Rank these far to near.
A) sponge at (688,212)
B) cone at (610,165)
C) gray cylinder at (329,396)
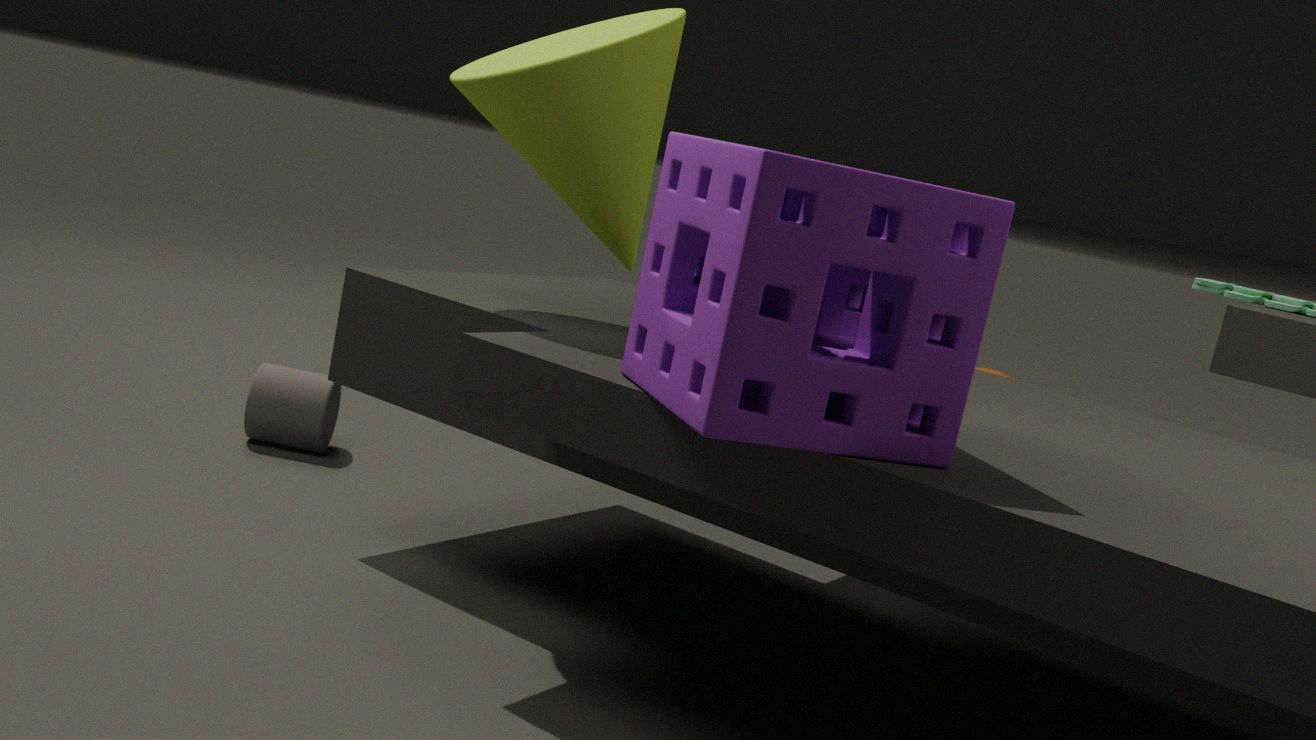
C. gray cylinder at (329,396) → B. cone at (610,165) → A. sponge at (688,212)
